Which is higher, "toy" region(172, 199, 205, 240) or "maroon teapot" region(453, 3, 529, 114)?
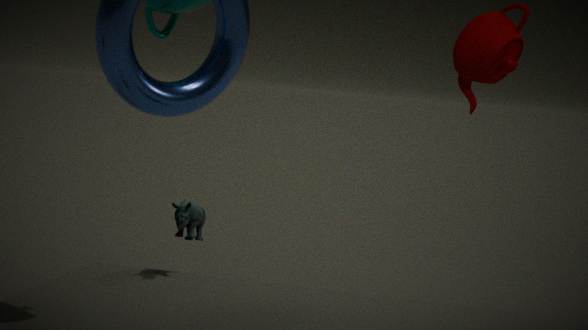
"maroon teapot" region(453, 3, 529, 114)
